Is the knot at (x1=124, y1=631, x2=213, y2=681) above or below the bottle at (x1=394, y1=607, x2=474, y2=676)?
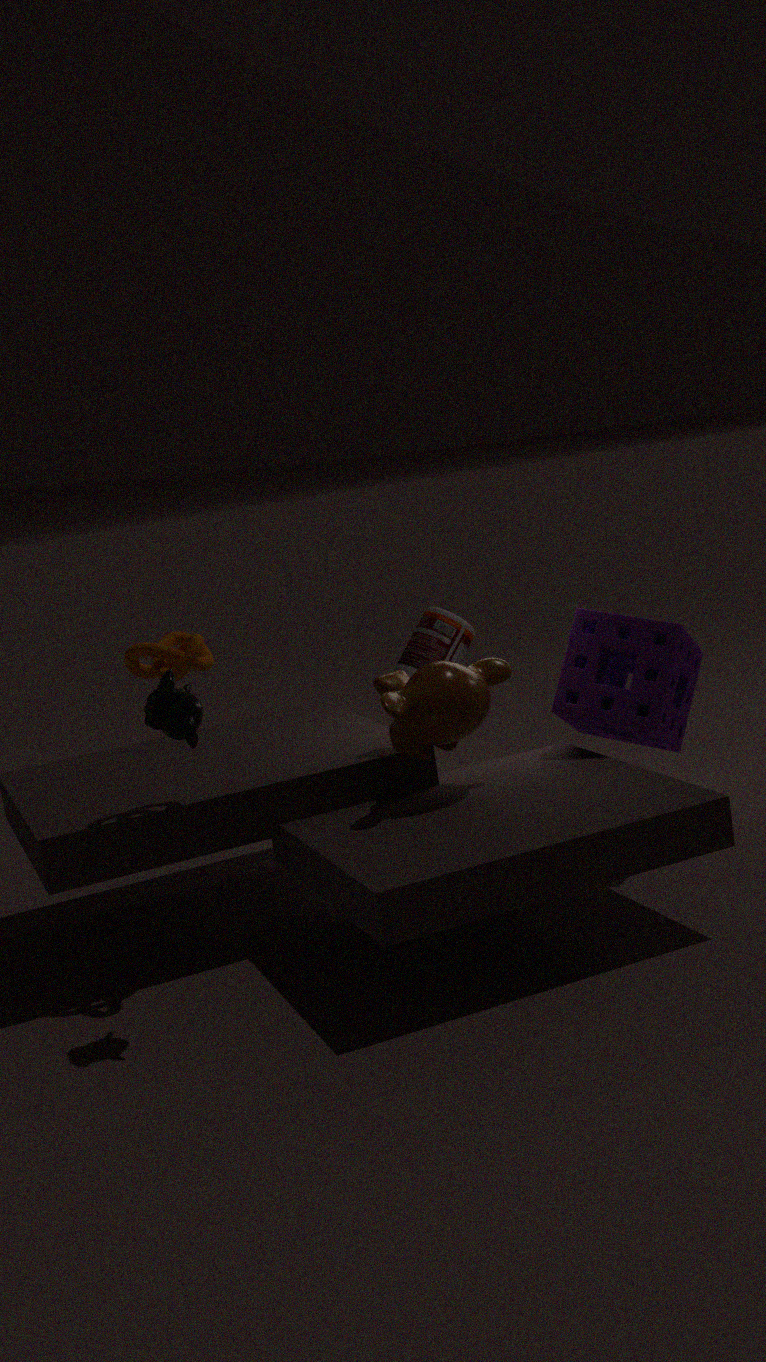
above
